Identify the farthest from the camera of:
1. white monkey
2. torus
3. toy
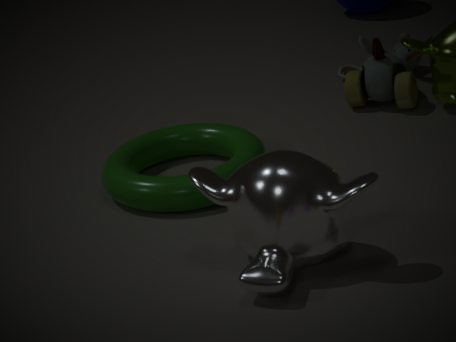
toy
